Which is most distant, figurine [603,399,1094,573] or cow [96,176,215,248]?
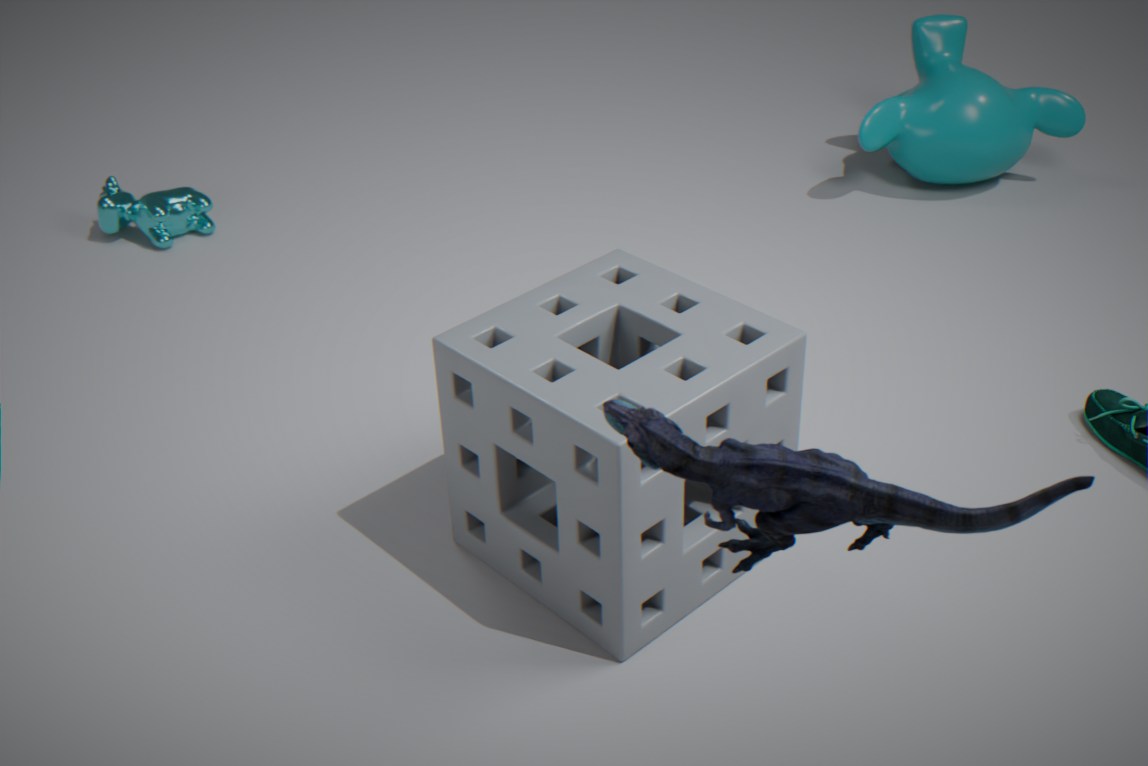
cow [96,176,215,248]
